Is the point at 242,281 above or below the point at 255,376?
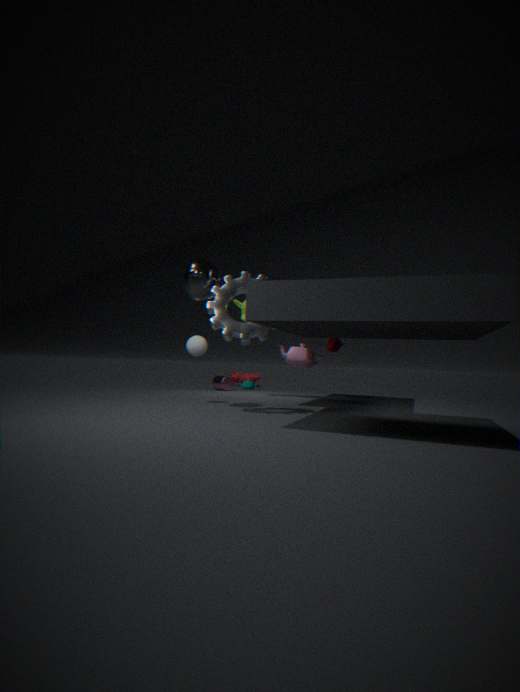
above
